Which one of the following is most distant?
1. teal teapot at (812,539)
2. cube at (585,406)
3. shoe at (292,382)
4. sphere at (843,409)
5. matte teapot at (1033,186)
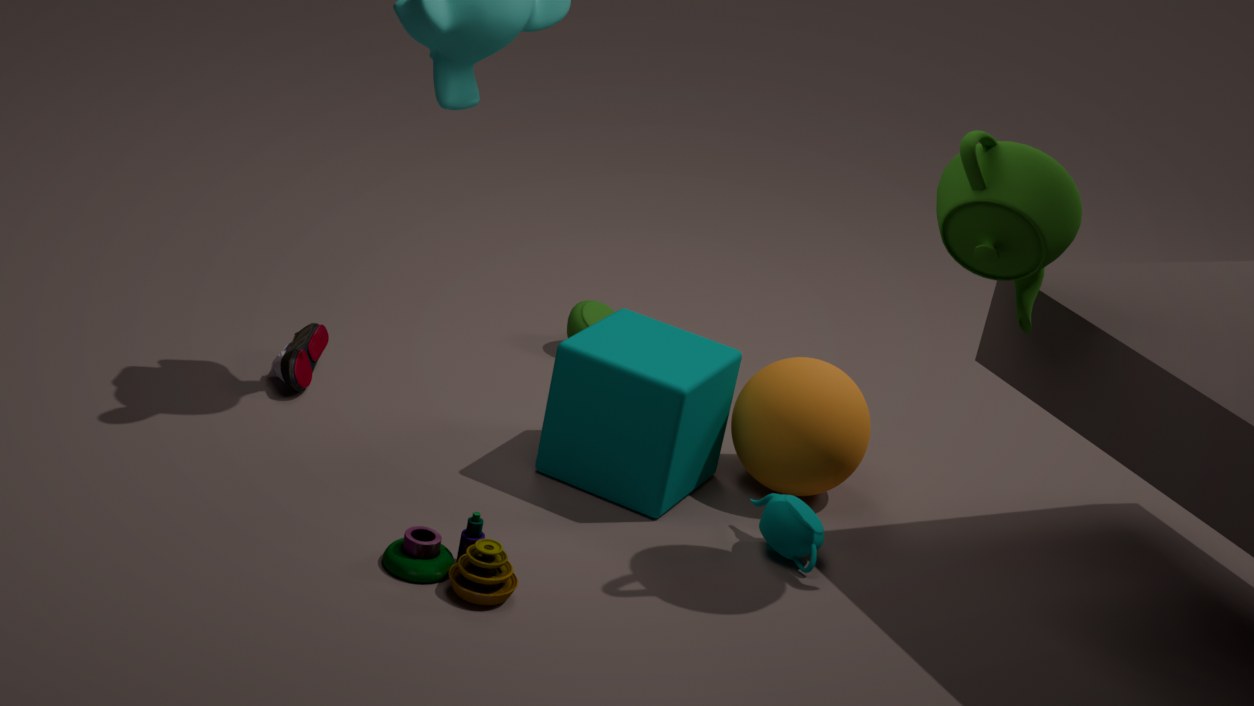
shoe at (292,382)
